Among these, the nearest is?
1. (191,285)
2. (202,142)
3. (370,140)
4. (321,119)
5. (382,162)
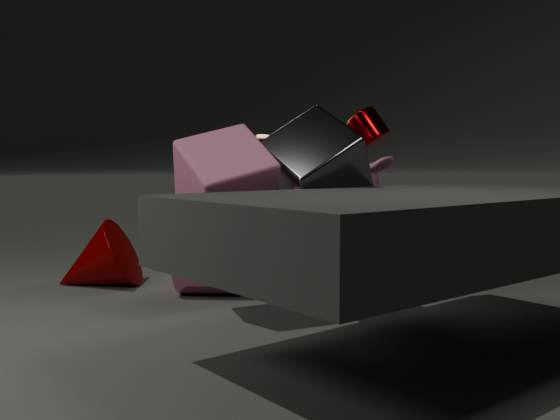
(202,142)
